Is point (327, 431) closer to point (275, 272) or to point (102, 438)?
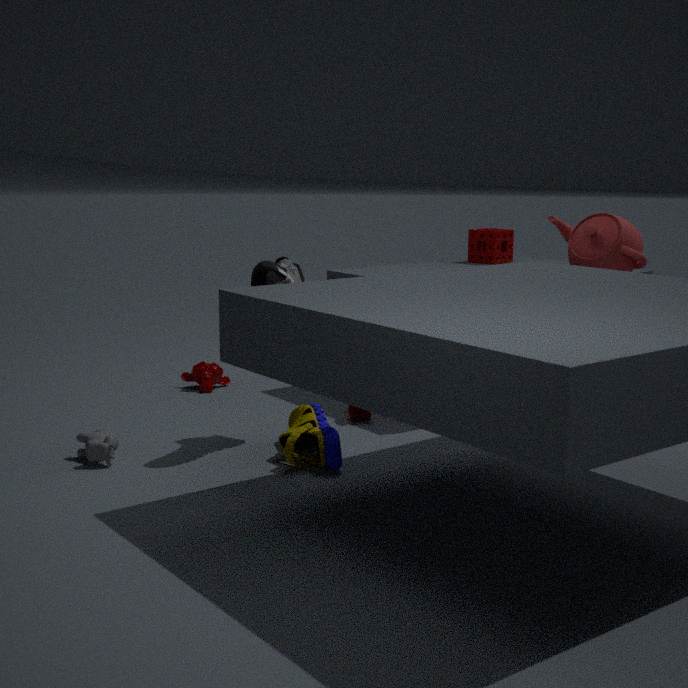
point (275, 272)
